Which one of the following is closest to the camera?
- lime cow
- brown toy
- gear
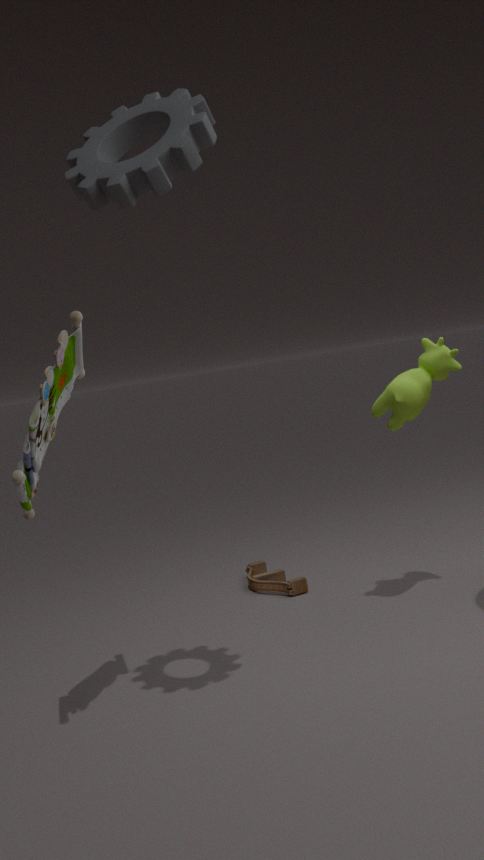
gear
